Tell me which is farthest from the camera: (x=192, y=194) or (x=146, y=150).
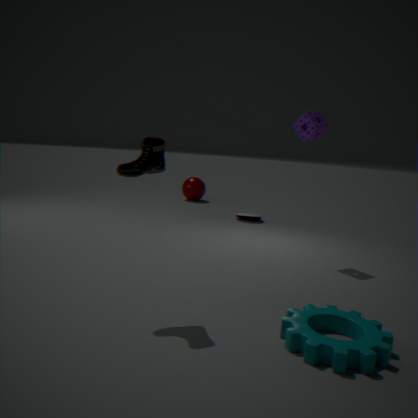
(x=192, y=194)
